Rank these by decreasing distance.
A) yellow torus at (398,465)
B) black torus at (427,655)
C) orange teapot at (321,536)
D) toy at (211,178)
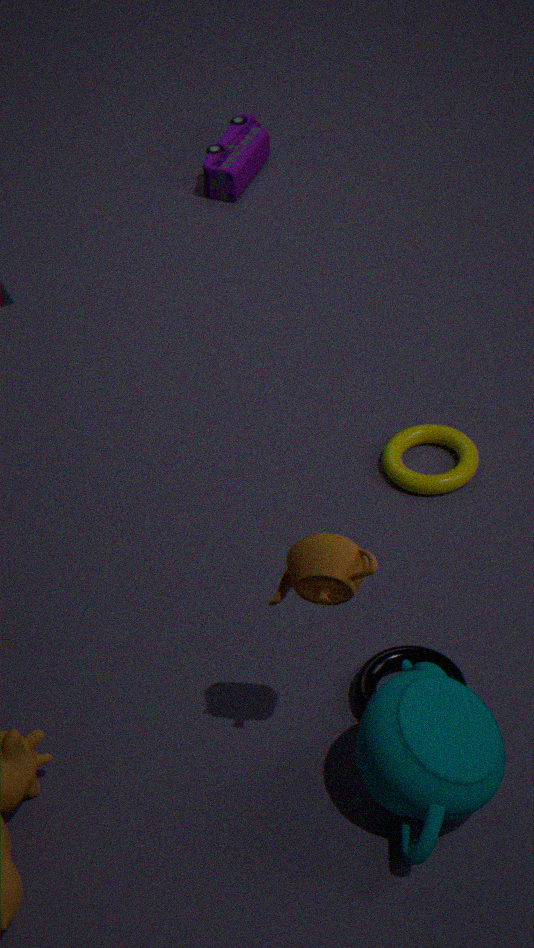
toy at (211,178), yellow torus at (398,465), black torus at (427,655), orange teapot at (321,536)
